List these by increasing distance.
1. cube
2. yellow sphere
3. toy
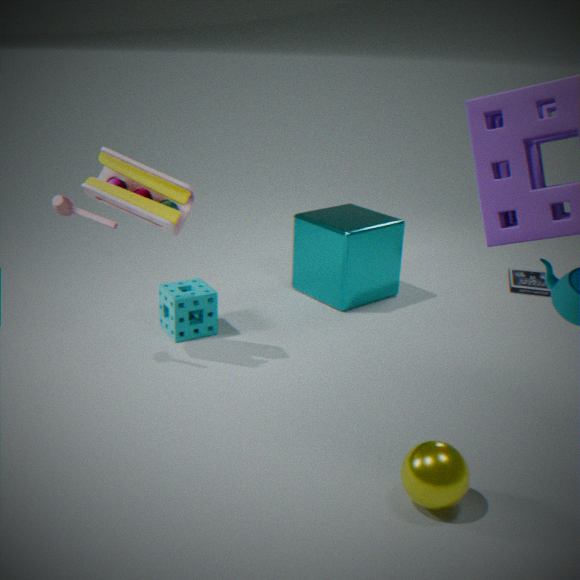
1. yellow sphere
2. toy
3. cube
